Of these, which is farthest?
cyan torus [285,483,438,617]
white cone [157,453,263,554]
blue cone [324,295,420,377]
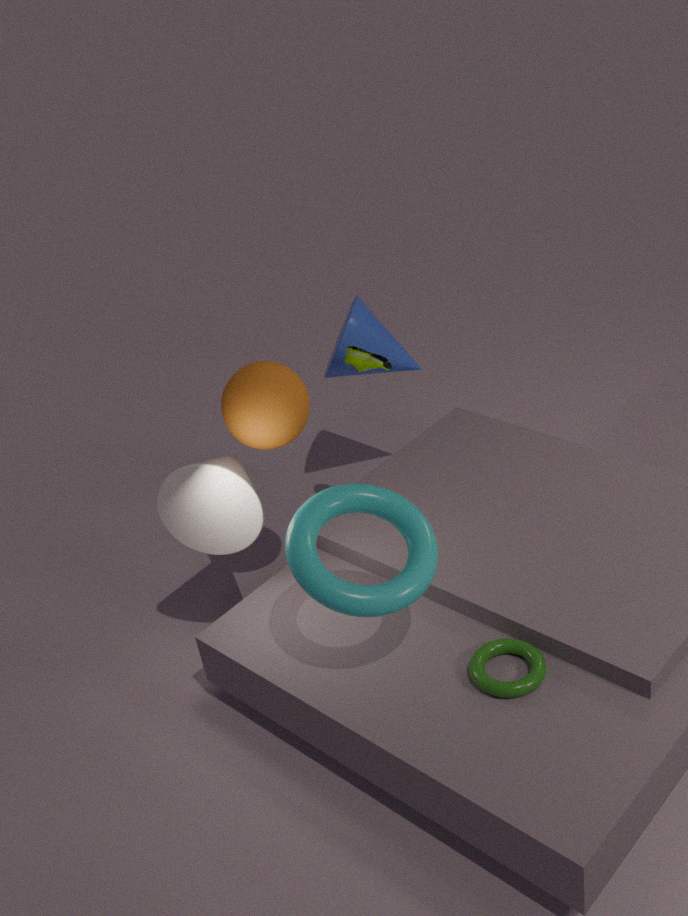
blue cone [324,295,420,377]
